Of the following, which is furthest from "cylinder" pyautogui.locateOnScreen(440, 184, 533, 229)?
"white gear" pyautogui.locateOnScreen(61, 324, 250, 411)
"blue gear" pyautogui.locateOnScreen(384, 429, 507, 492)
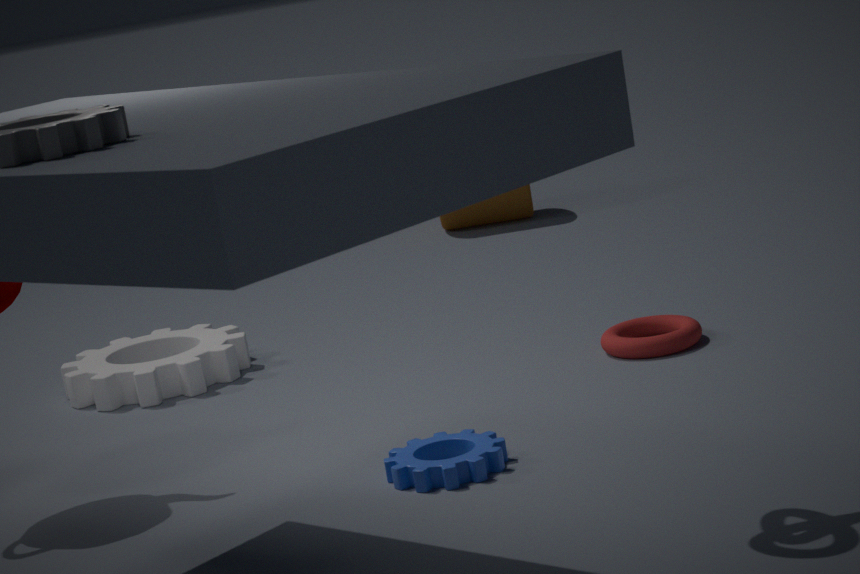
"blue gear" pyautogui.locateOnScreen(384, 429, 507, 492)
